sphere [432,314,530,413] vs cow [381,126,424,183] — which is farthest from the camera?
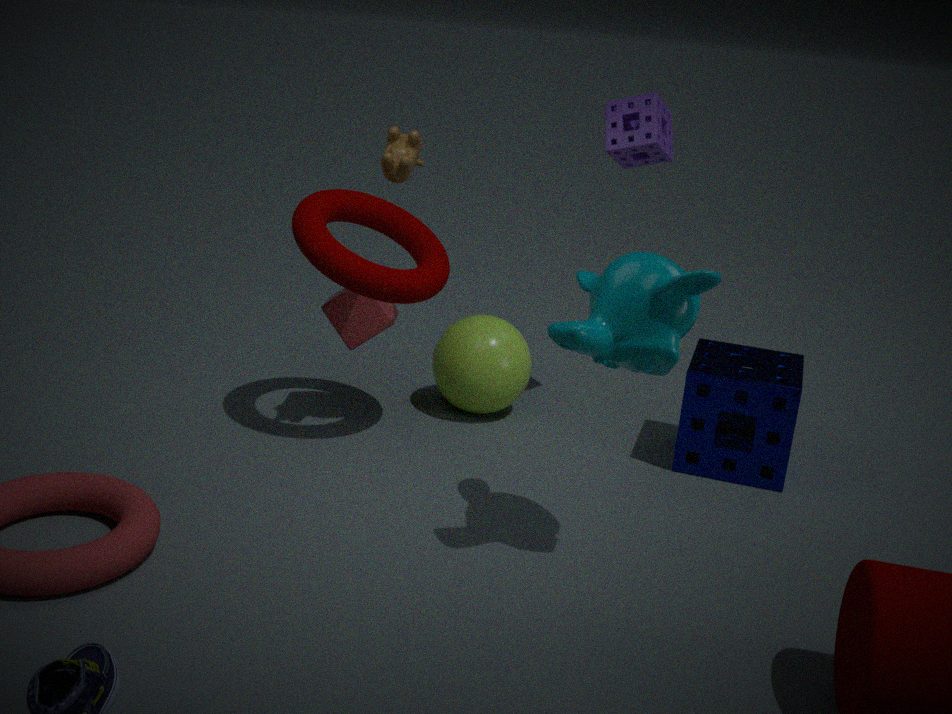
sphere [432,314,530,413]
